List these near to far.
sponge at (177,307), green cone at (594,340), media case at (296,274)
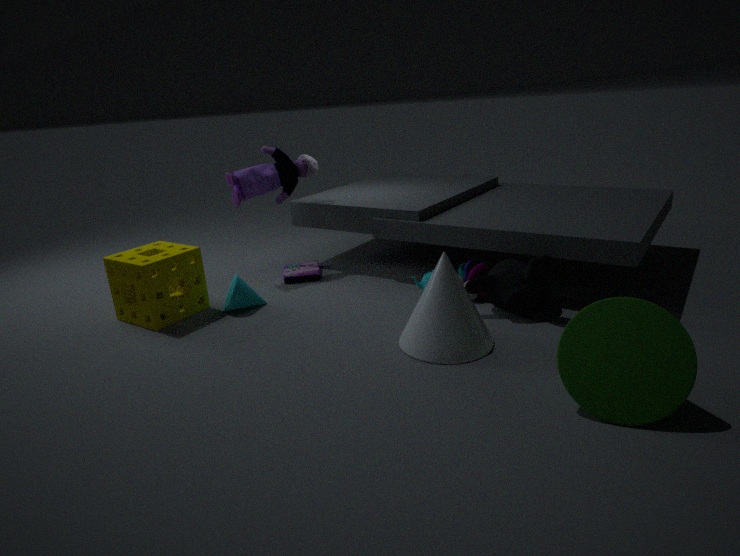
green cone at (594,340)
sponge at (177,307)
media case at (296,274)
